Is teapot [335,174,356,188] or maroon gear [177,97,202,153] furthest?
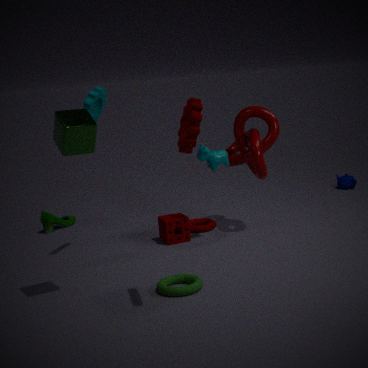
teapot [335,174,356,188]
